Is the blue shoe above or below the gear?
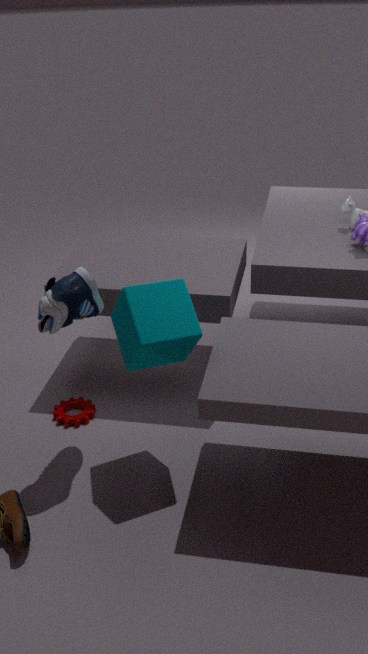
above
